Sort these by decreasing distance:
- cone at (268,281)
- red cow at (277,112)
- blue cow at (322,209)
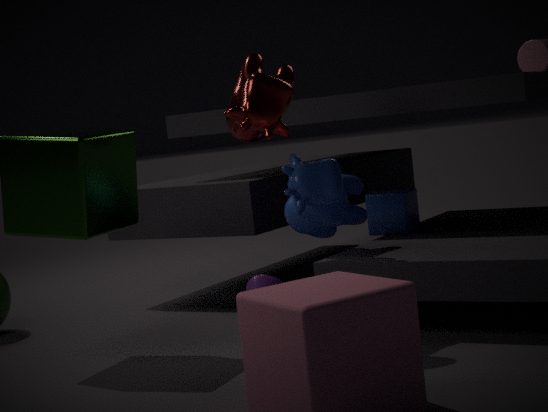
cone at (268,281) < blue cow at (322,209) < red cow at (277,112)
